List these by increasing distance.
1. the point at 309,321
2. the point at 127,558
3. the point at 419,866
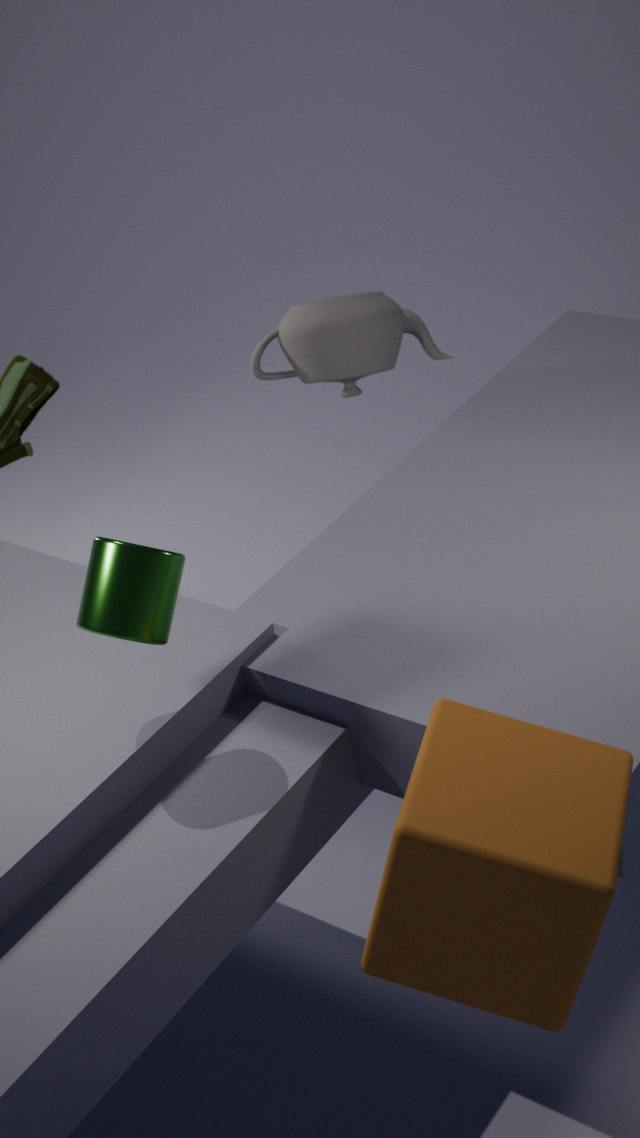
the point at 419,866 < the point at 127,558 < the point at 309,321
